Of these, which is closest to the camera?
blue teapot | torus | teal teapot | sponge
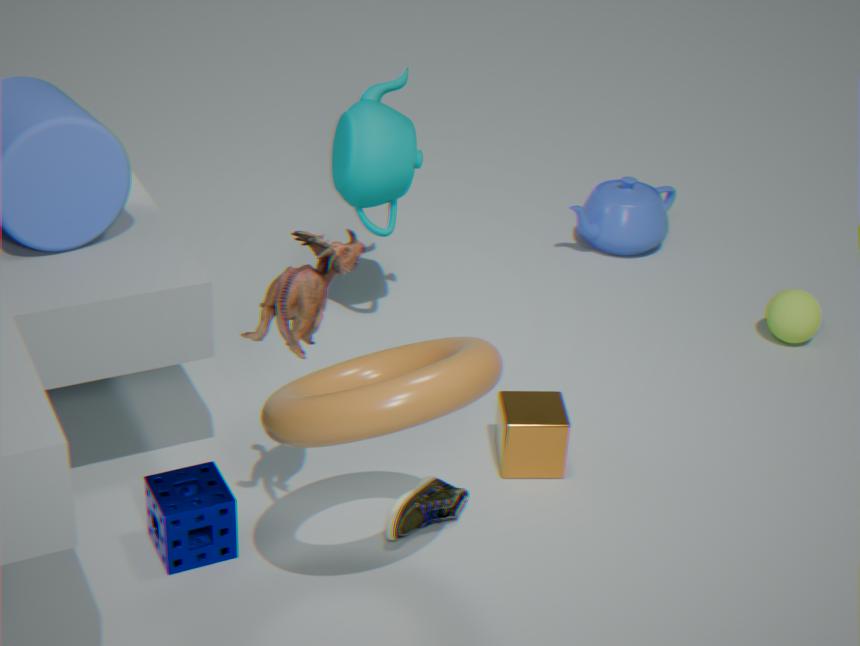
torus
